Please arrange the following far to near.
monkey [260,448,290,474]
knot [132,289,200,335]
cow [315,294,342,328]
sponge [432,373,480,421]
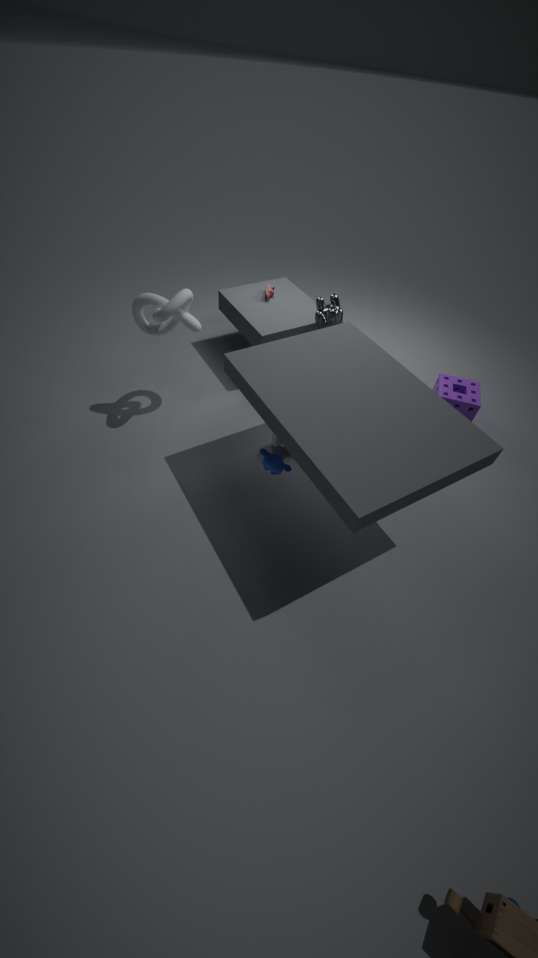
1. sponge [432,373,480,421]
2. cow [315,294,342,328]
3. knot [132,289,200,335]
4. monkey [260,448,290,474]
